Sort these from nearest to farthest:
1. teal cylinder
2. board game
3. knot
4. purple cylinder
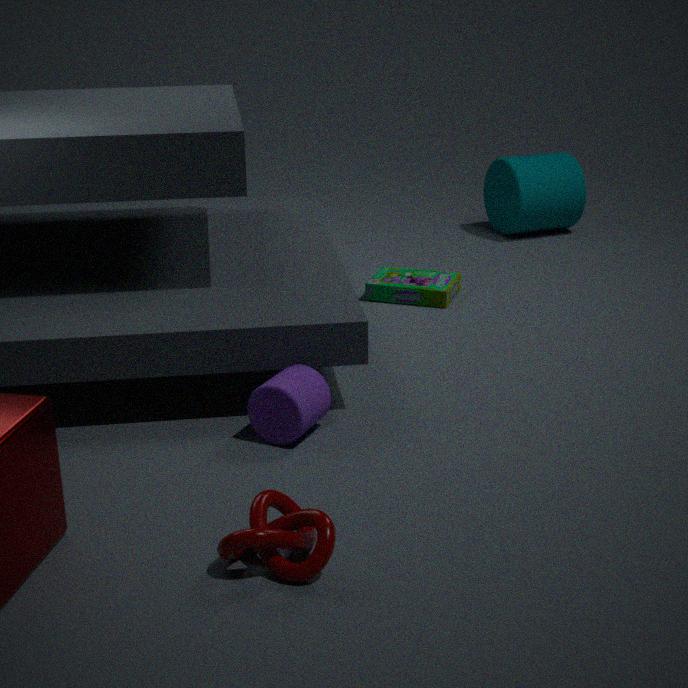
1. knot
2. purple cylinder
3. board game
4. teal cylinder
